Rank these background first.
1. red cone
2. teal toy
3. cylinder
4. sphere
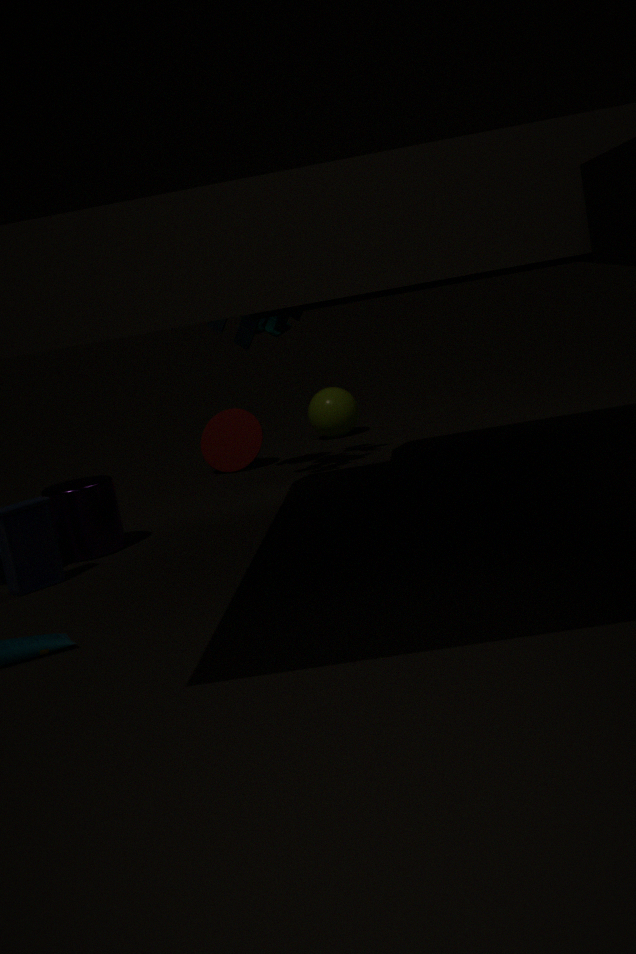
1. sphere
2. red cone
3. teal toy
4. cylinder
